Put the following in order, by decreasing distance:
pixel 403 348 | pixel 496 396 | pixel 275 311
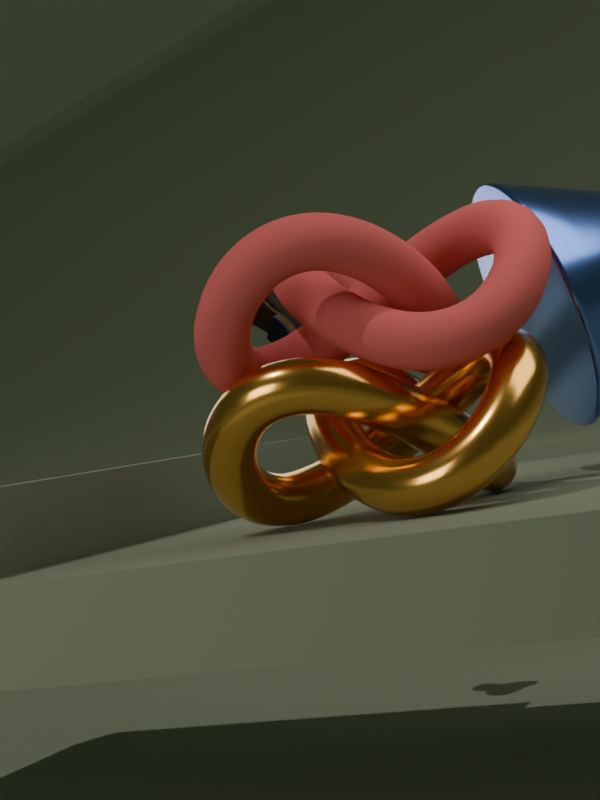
pixel 275 311
pixel 403 348
pixel 496 396
